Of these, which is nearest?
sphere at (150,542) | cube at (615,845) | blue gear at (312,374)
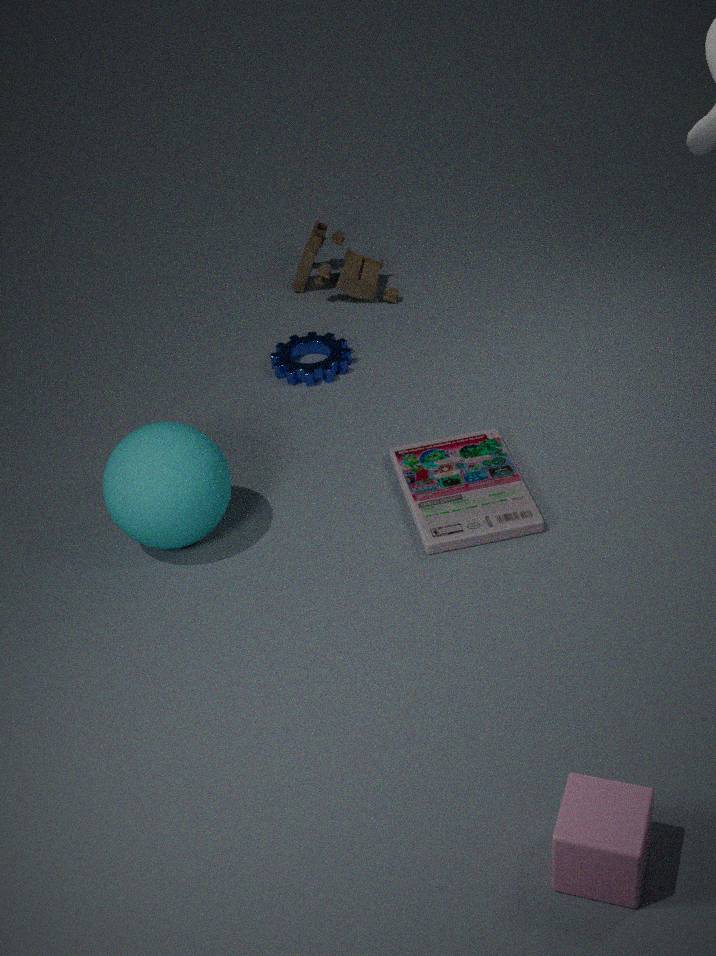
cube at (615,845)
